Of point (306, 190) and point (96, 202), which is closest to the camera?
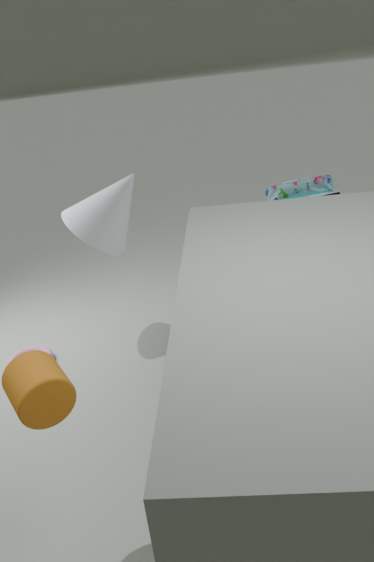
point (306, 190)
